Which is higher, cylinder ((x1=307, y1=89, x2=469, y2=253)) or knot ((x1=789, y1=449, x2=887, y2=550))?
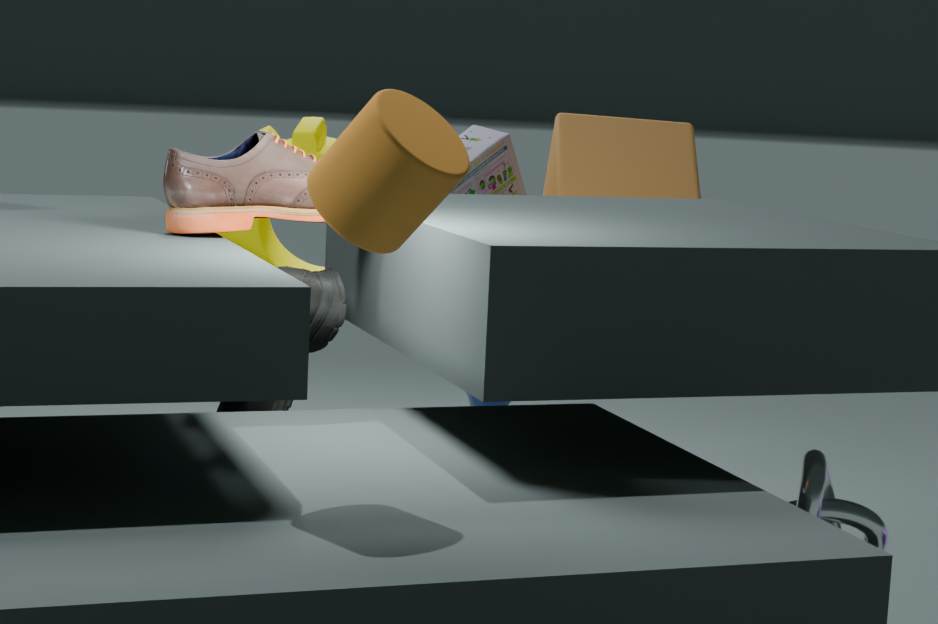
cylinder ((x1=307, y1=89, x2=469, y2=253))
